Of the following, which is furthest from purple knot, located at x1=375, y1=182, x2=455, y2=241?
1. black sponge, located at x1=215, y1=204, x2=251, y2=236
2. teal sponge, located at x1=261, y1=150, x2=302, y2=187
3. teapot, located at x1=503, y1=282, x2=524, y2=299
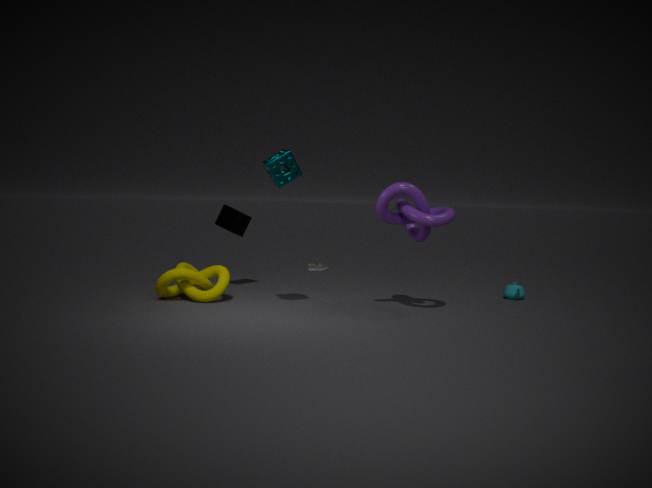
black sponge, located at x1=215, y1=204, x2=251, y2=236
